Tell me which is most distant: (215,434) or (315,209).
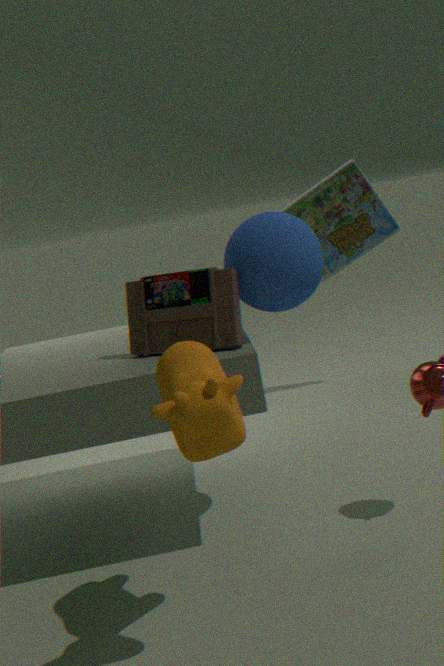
(315,209)
